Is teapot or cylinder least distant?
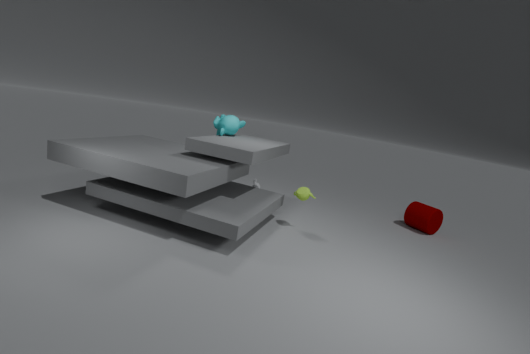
teapot
